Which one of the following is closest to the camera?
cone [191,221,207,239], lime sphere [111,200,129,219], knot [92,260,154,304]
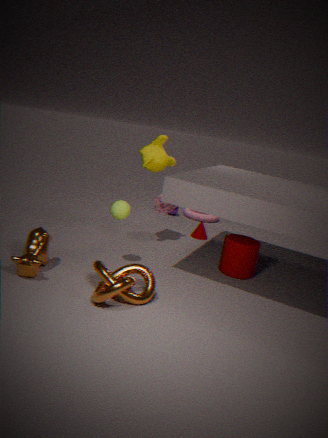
knot [92,260,154,304]
